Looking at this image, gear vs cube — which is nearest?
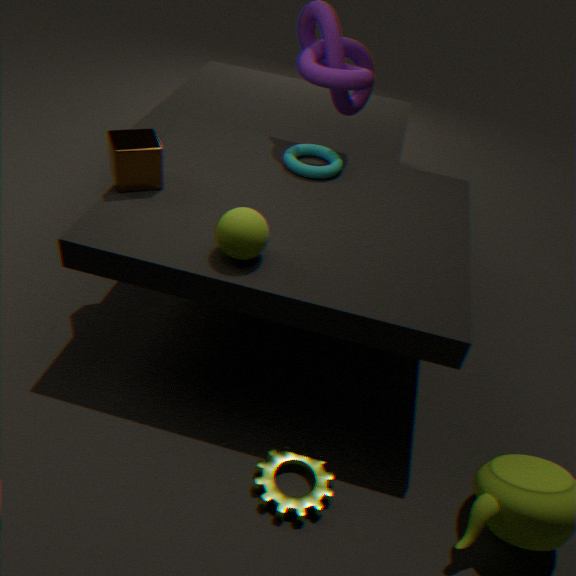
gear
